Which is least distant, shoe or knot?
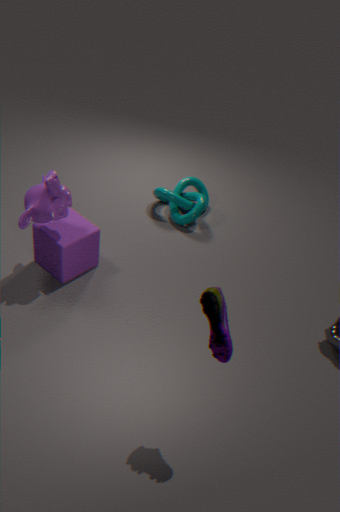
shoe
